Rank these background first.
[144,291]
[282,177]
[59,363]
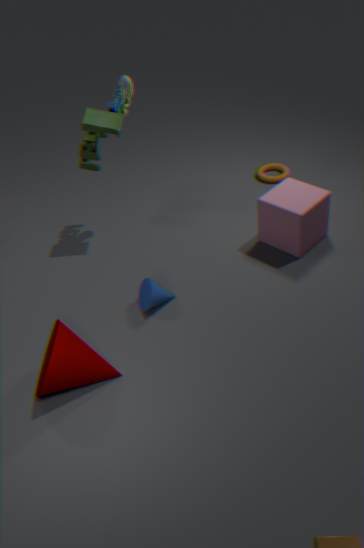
[282,177] → [144,291] → [59,363]
